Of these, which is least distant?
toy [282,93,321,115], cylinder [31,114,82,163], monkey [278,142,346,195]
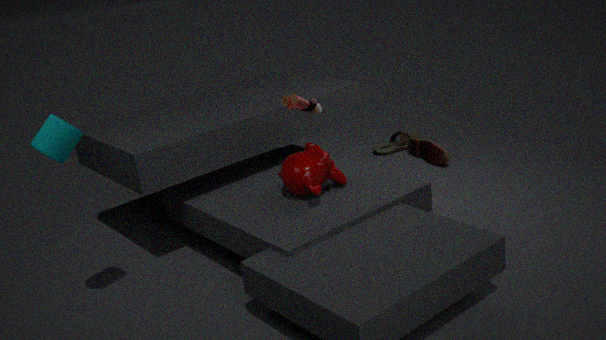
cylinder [31,114,82,163]
